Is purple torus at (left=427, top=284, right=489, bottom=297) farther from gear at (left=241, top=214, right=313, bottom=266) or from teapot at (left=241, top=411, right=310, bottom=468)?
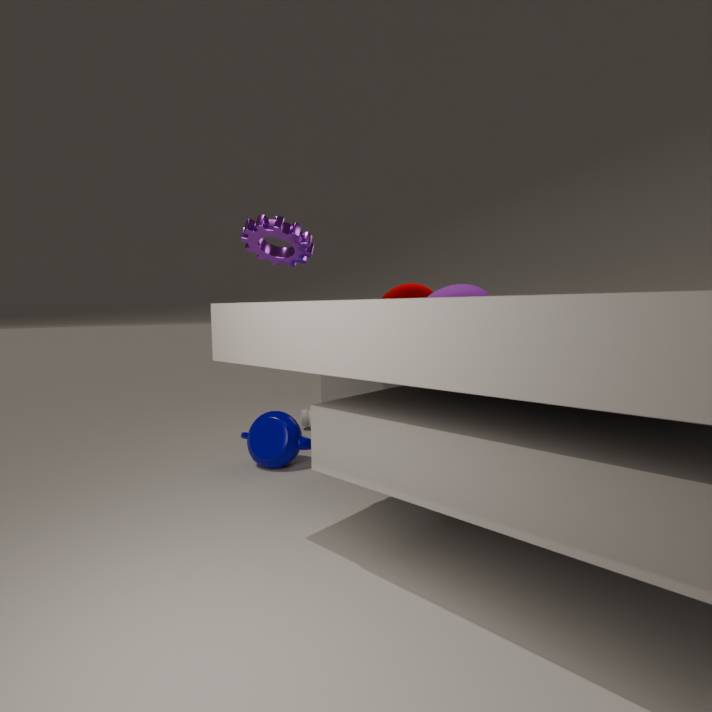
gear at (left=241, top=214, right=313, bottom=266)
